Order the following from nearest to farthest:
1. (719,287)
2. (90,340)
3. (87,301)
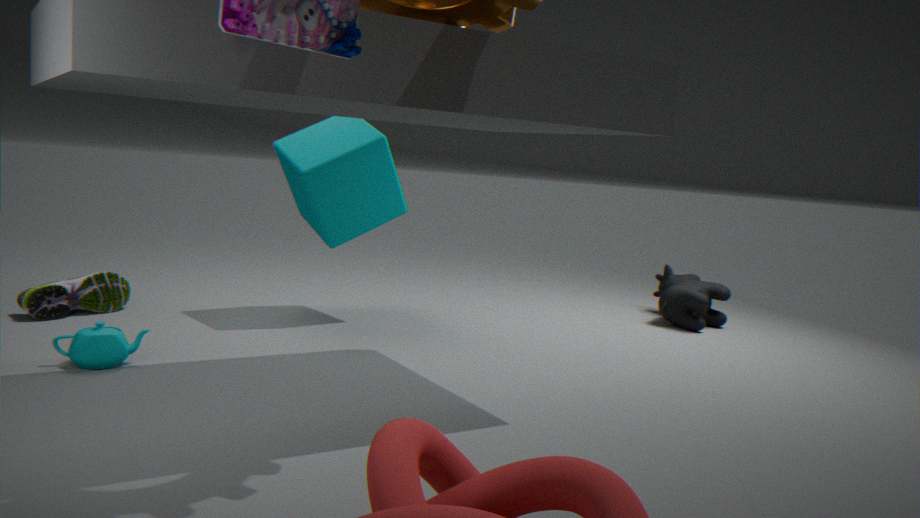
(90,340) → (87,301) → (719,287)
